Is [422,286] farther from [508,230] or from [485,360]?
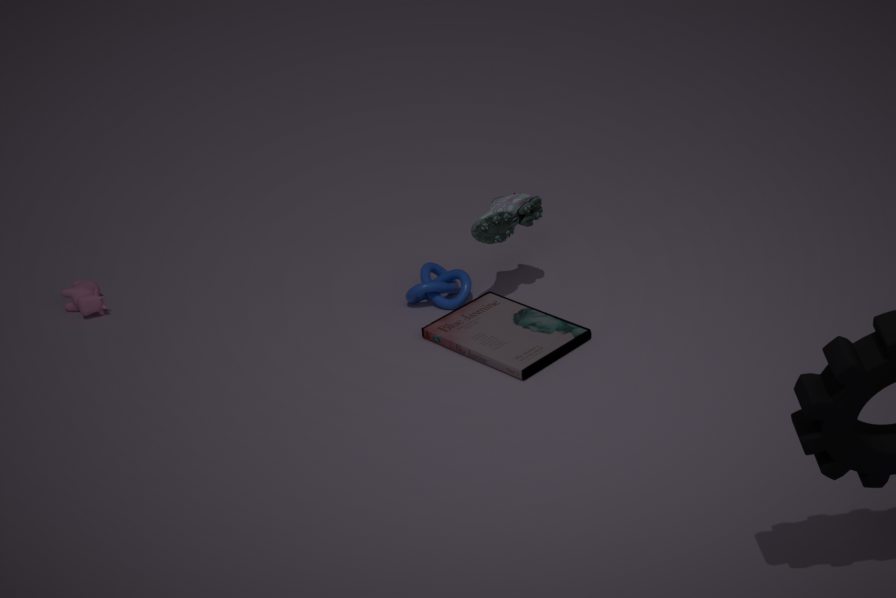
Result: [508,230]
